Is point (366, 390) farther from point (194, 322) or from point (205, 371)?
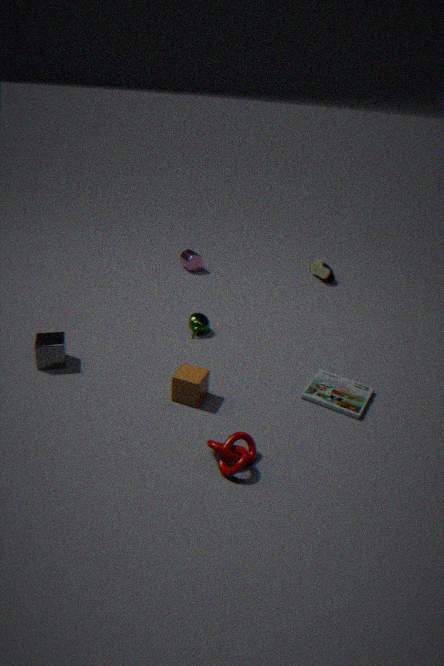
point (194, 322)
